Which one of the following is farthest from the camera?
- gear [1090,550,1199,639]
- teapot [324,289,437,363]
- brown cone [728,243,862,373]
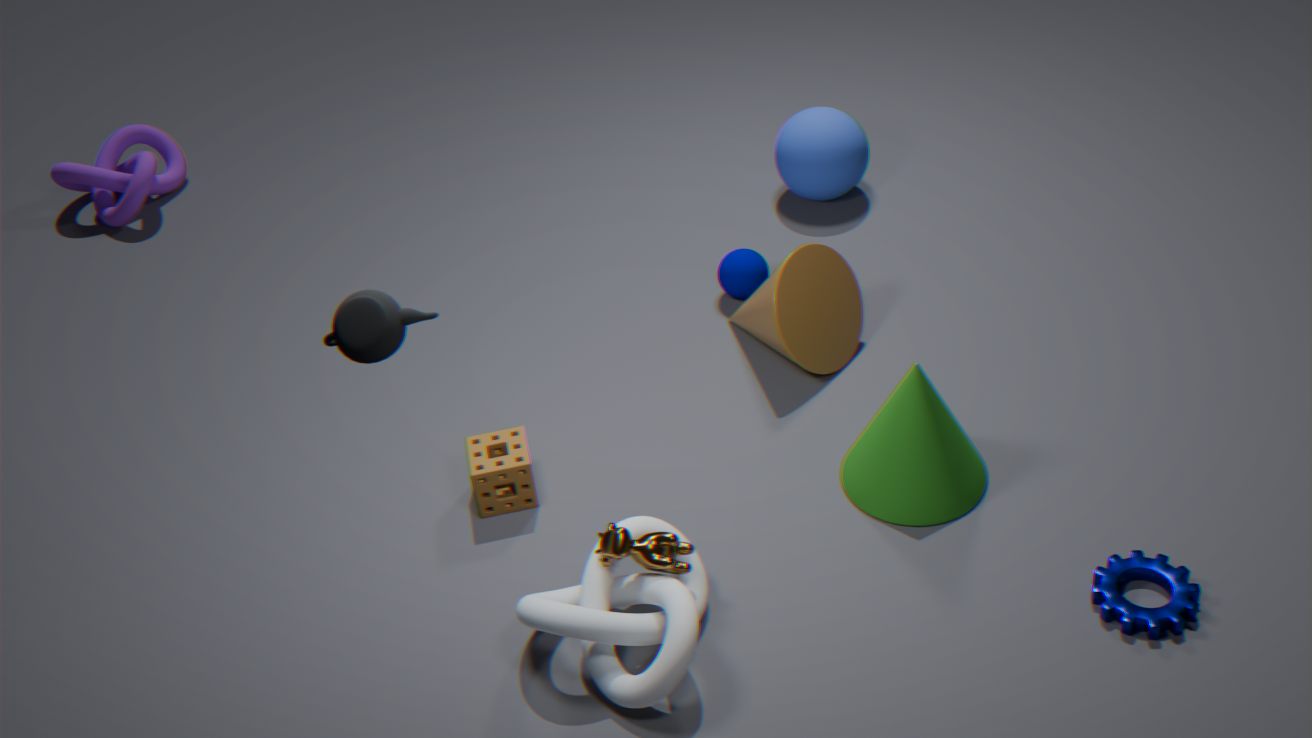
brown cone [728,243,862,373]
